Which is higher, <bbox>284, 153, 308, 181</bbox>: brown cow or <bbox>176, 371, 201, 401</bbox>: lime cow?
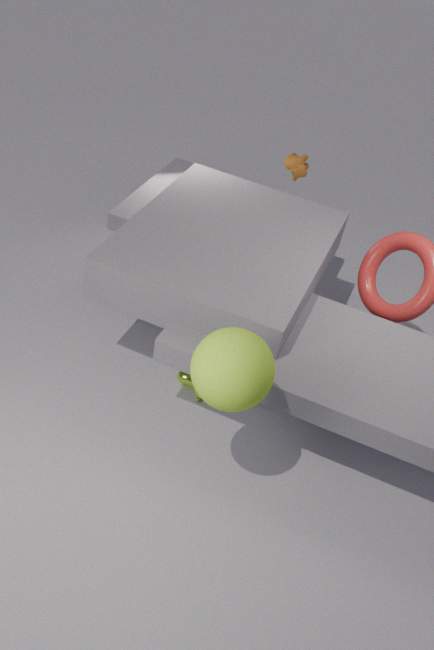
<bbox>284, 153, 308, 181</bbox>: brown cow
